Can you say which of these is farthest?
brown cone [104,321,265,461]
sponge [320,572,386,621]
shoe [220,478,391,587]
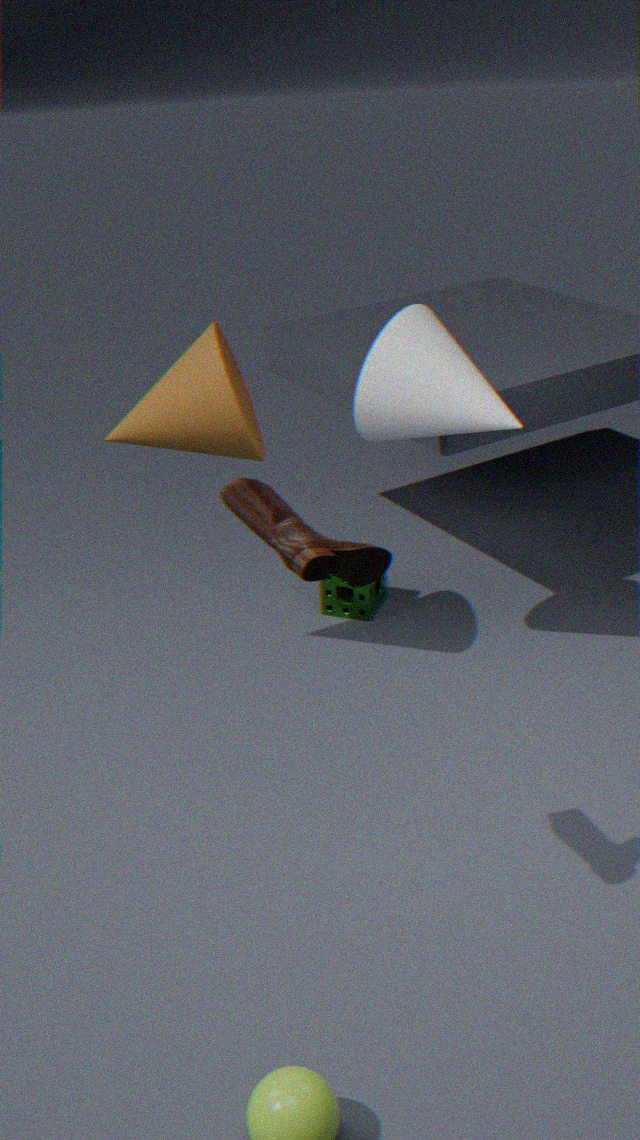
sponge [320,572,386,621]
